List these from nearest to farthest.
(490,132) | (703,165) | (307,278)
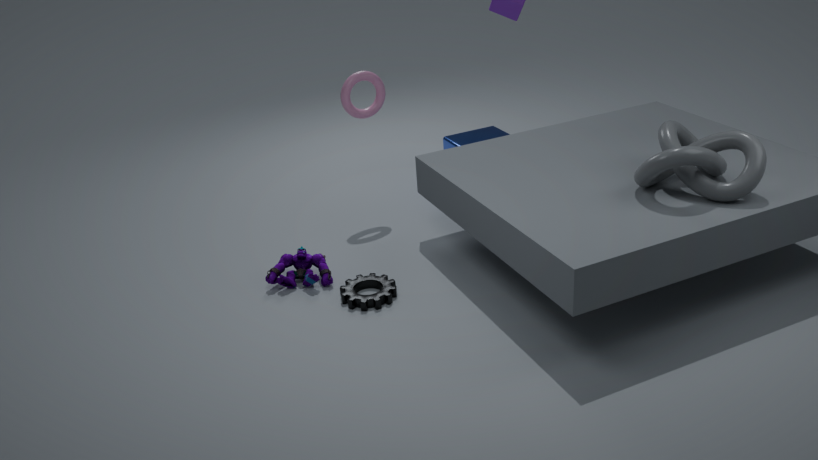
(703,165), (307,278), (490,132)
